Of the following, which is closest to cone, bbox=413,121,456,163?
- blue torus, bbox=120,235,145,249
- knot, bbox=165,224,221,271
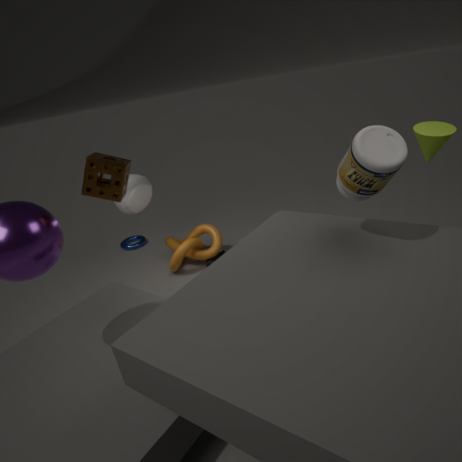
knot, bbox=165,224,221,271
